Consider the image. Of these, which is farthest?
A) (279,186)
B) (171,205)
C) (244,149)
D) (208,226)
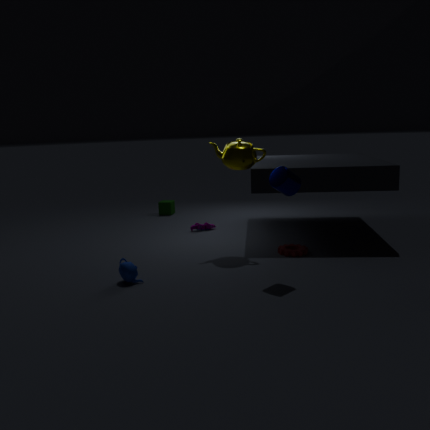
(171,205)
